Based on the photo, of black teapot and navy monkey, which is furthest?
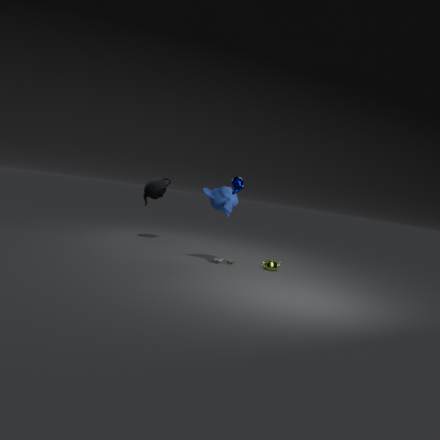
black teapot
